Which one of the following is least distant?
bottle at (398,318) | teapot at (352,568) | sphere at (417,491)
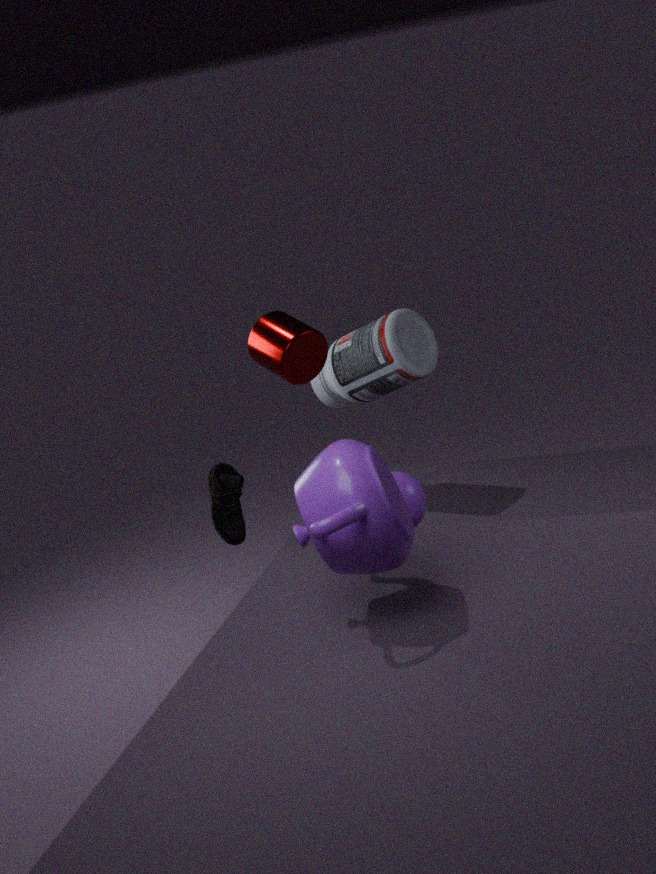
teapot at (352,568)
